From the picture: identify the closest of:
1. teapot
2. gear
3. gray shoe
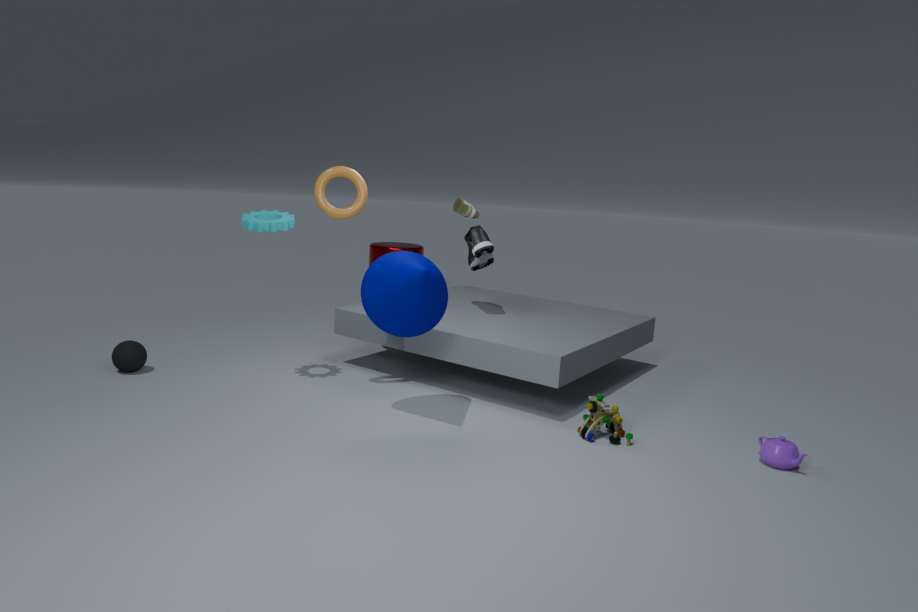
teapot
